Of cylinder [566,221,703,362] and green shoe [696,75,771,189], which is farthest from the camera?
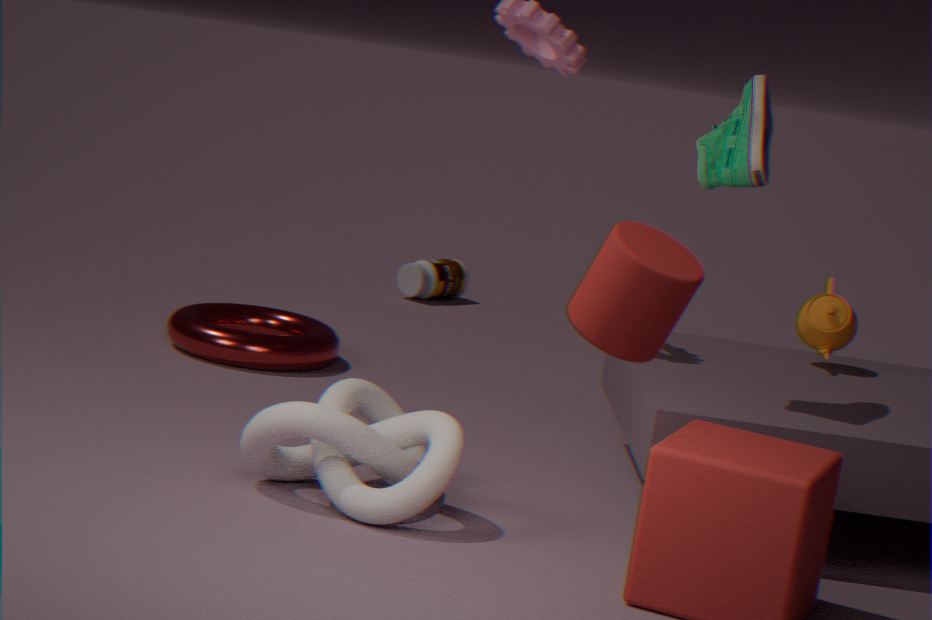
green shoe [696,75,771,189]
